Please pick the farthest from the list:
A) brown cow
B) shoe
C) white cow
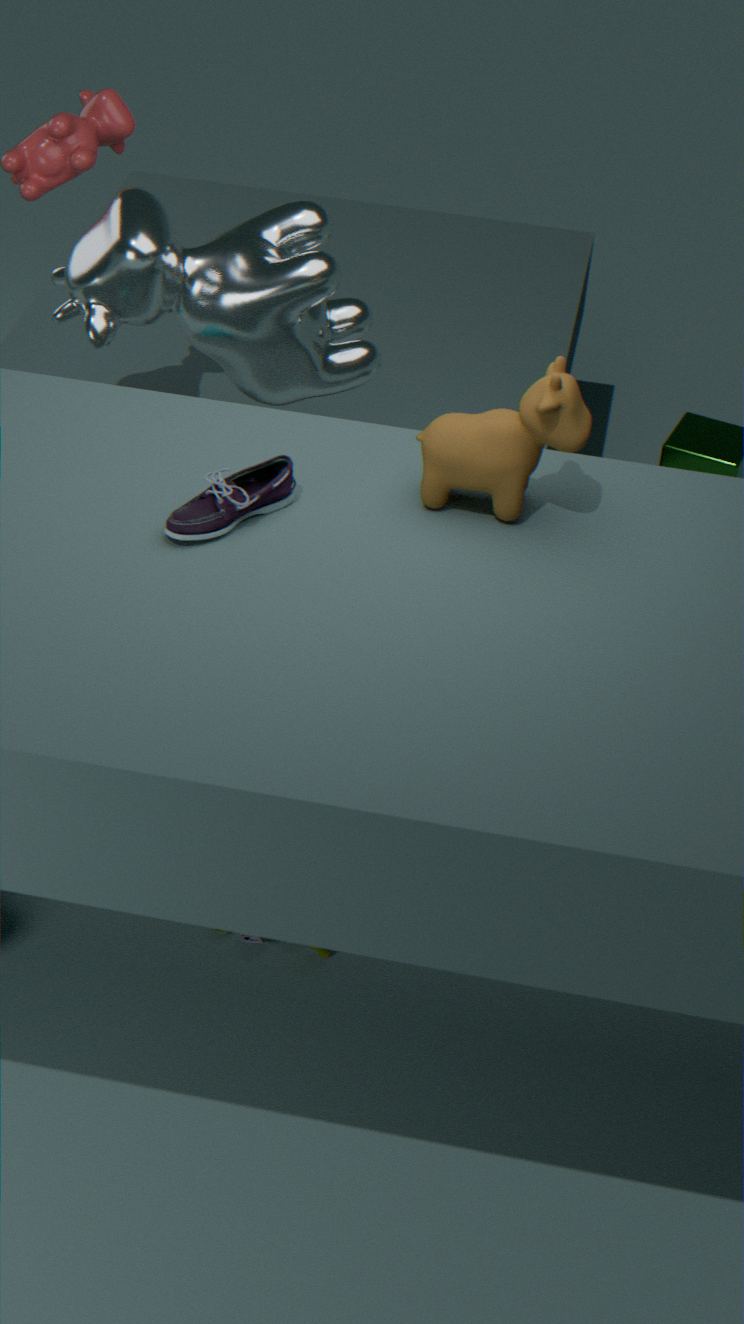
white cow
